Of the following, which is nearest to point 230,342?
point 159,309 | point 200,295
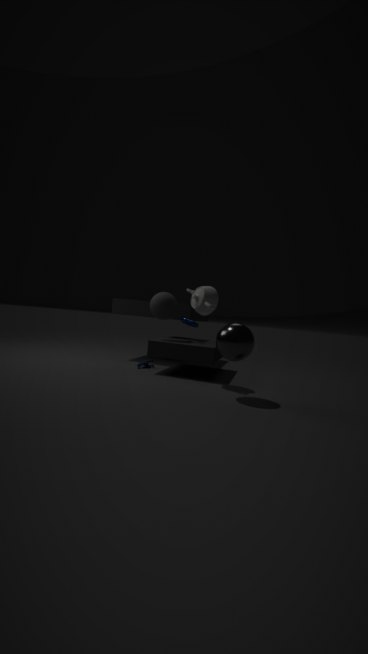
point 200,295
